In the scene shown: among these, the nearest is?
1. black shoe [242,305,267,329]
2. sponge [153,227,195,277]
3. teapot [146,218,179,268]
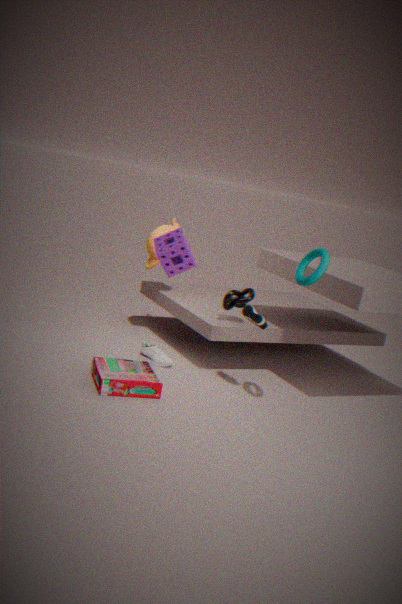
sponge [153,227,195,277]
